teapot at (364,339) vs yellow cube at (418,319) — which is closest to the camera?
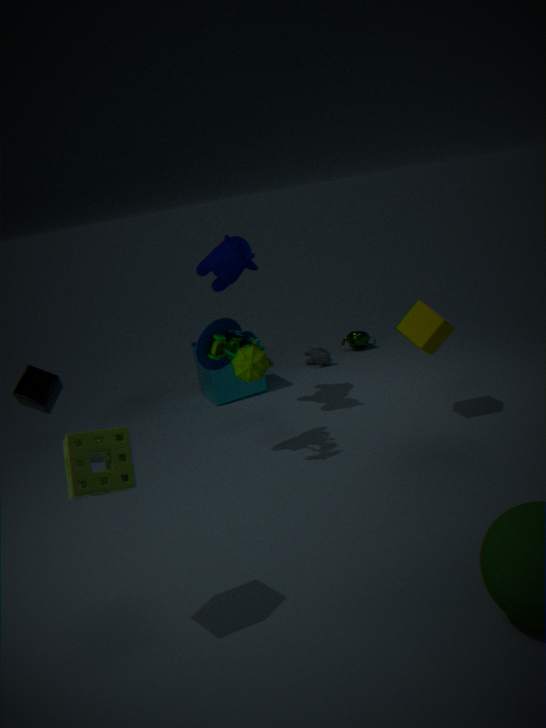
yellow cube at (418,319)
